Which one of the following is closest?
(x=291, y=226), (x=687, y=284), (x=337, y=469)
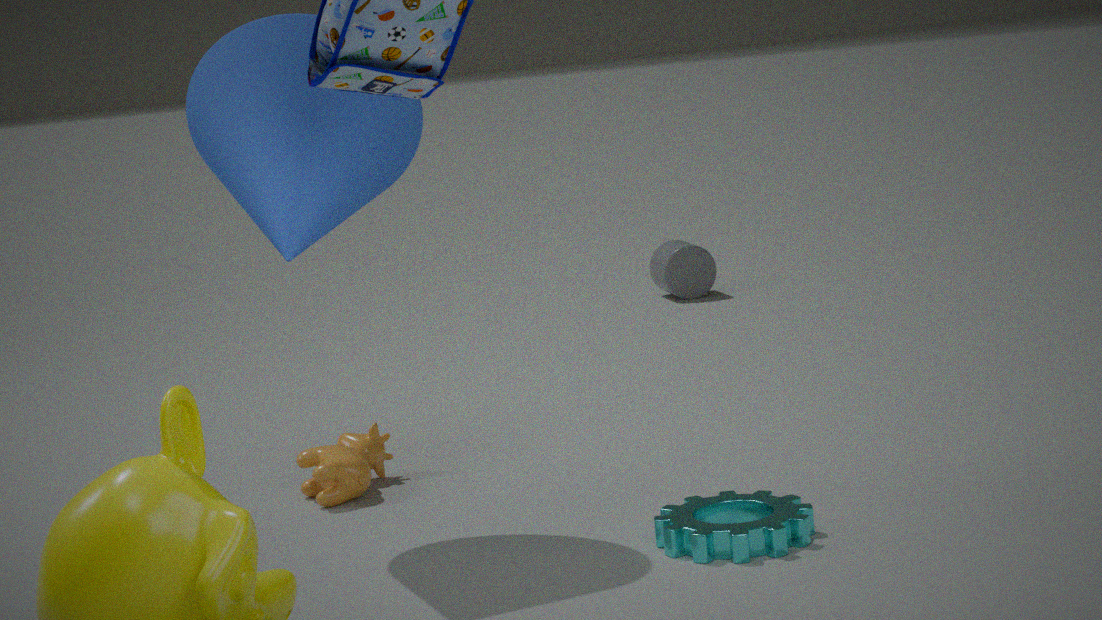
(x=291, y=226)
